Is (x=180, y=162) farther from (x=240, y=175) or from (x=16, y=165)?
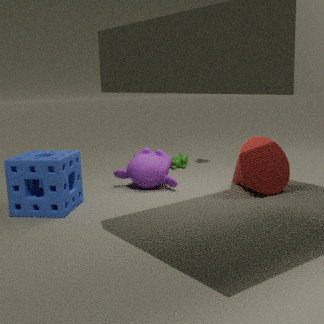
(x=16, y=165)
